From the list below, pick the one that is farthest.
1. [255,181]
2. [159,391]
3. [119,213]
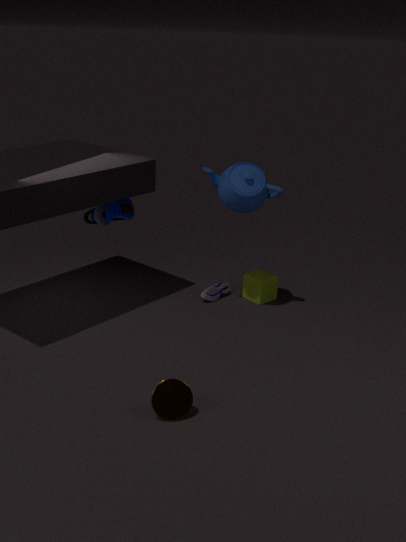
[119,213]
